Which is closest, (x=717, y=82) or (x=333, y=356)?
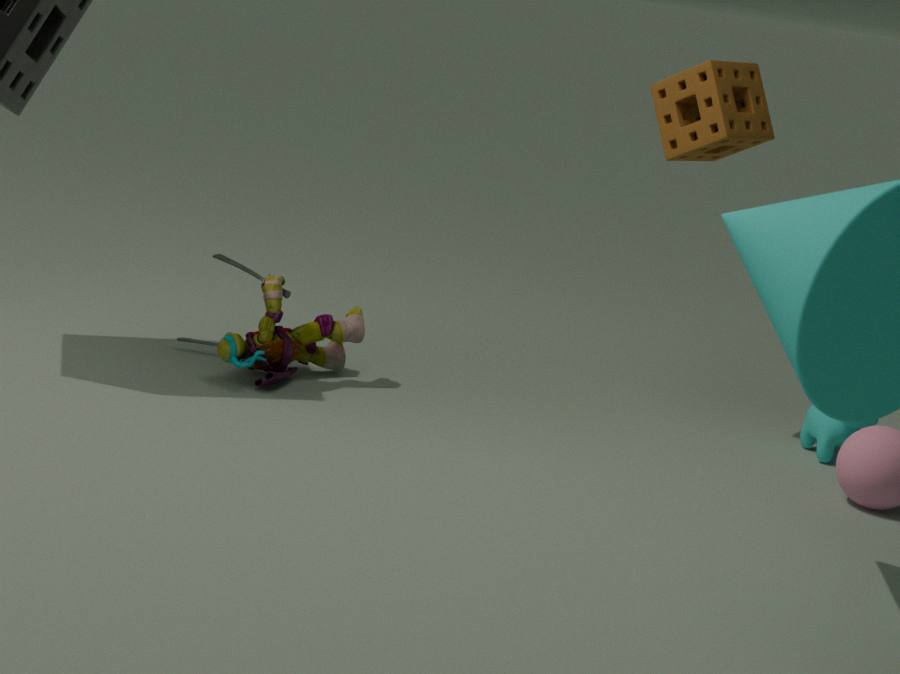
(x=717, y=82)
